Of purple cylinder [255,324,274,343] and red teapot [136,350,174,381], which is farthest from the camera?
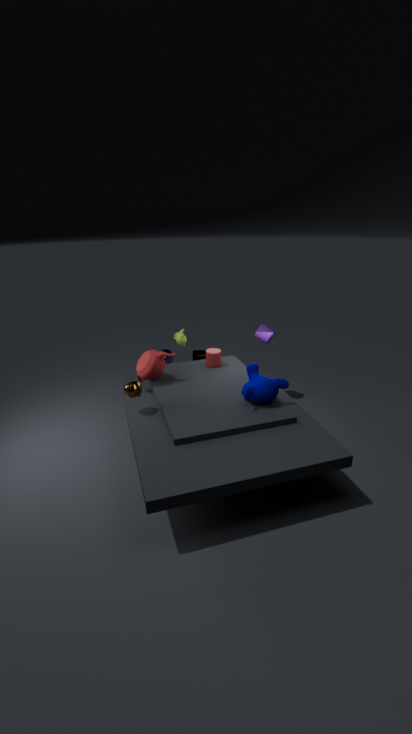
purple cylinder [255,324,274,343]
